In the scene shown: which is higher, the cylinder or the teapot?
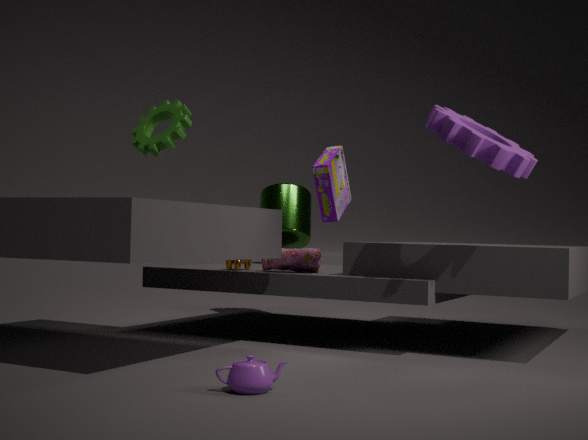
the cylinder
